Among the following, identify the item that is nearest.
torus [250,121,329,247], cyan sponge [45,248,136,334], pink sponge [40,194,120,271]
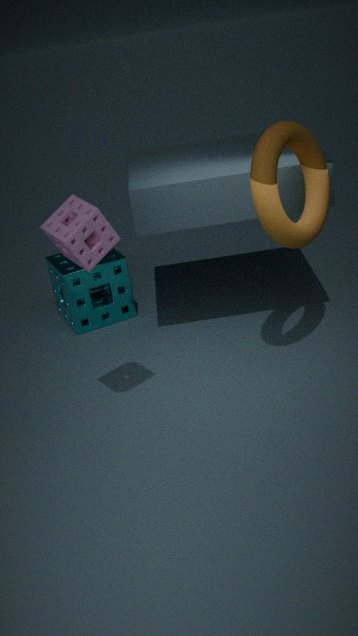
pink sponge [40,194,120,271]
